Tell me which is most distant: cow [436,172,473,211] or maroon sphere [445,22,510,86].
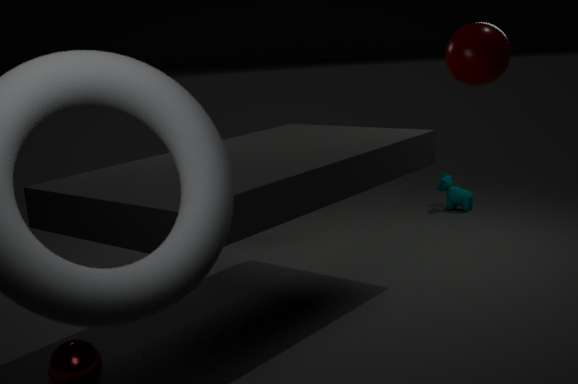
cow [436,172,473,211]
